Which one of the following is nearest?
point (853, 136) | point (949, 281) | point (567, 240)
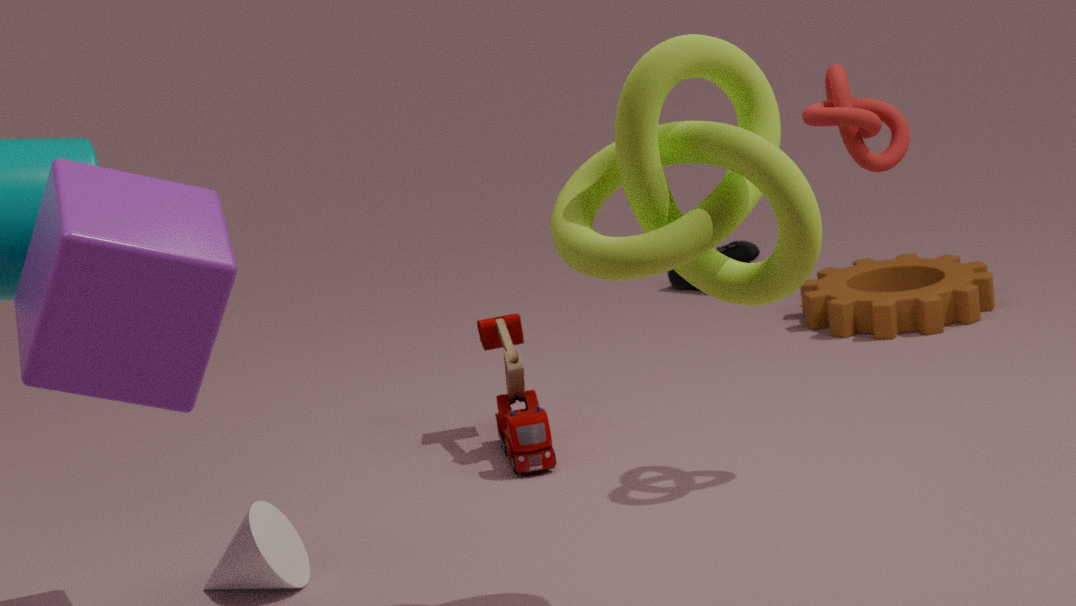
point (567, 240)
